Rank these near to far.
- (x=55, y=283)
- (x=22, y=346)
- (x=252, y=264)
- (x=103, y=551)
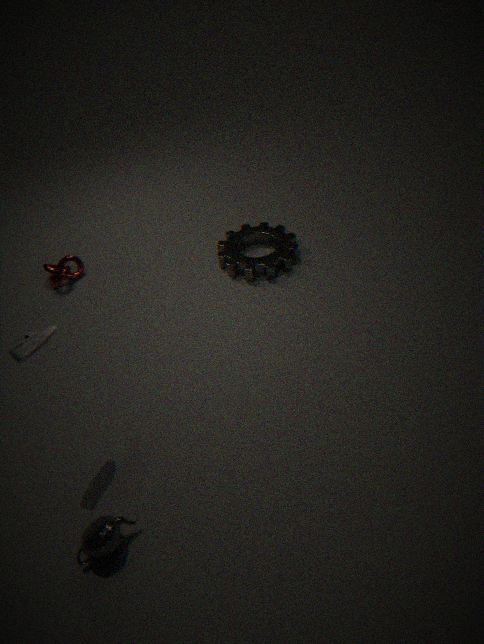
(x=103, y=551) < (x=22, y=346) < (x=252, y=264) < (x=55, y=283)
